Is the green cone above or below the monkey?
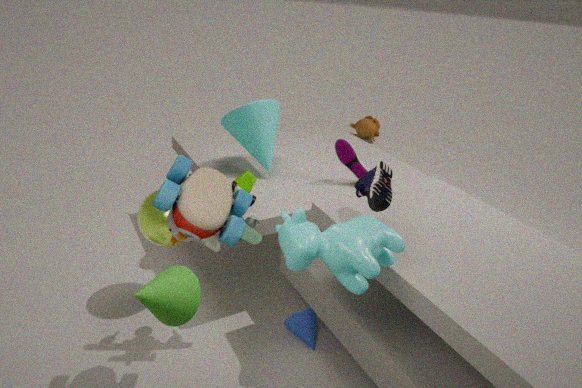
above
